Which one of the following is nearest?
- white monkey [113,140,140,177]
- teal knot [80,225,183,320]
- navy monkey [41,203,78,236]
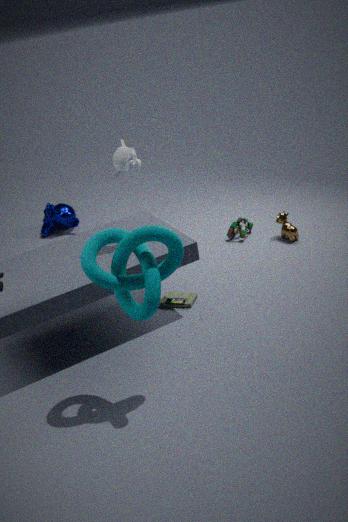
teal knot [80,225,183,320]
